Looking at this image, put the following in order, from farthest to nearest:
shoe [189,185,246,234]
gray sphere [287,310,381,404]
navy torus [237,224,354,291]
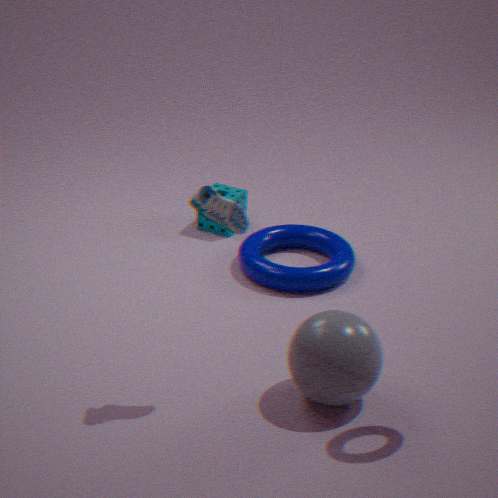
1. navy torus [237,224,354,291]
2. gray sphere [287,310,381,404]
3. shoe [189,185,246,234]
